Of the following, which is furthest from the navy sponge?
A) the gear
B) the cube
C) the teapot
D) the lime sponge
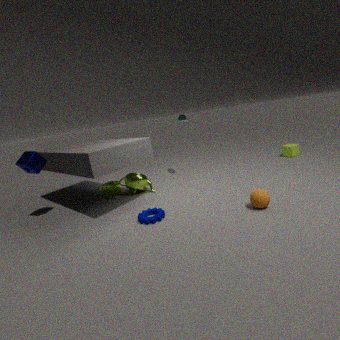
the cube
